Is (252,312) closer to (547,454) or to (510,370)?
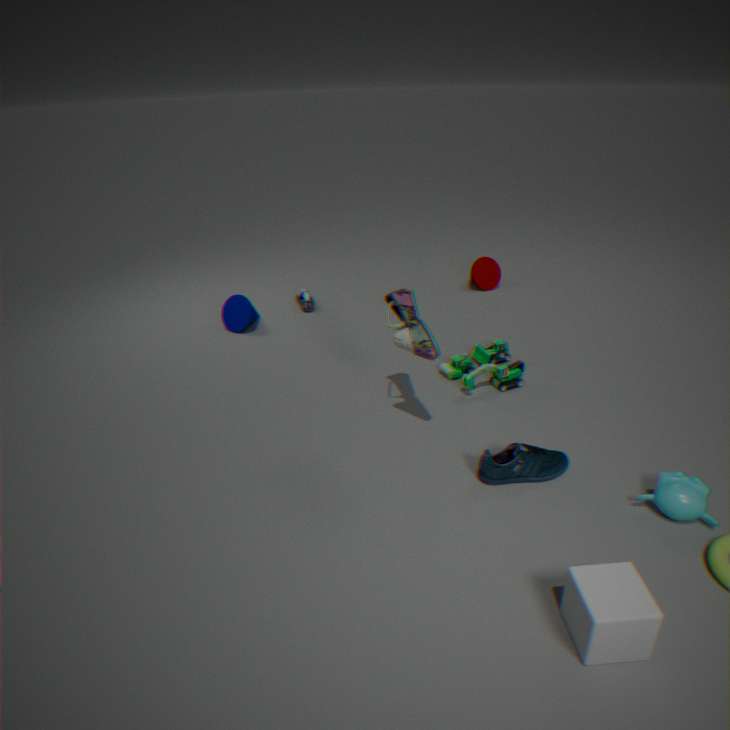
(510,370)
